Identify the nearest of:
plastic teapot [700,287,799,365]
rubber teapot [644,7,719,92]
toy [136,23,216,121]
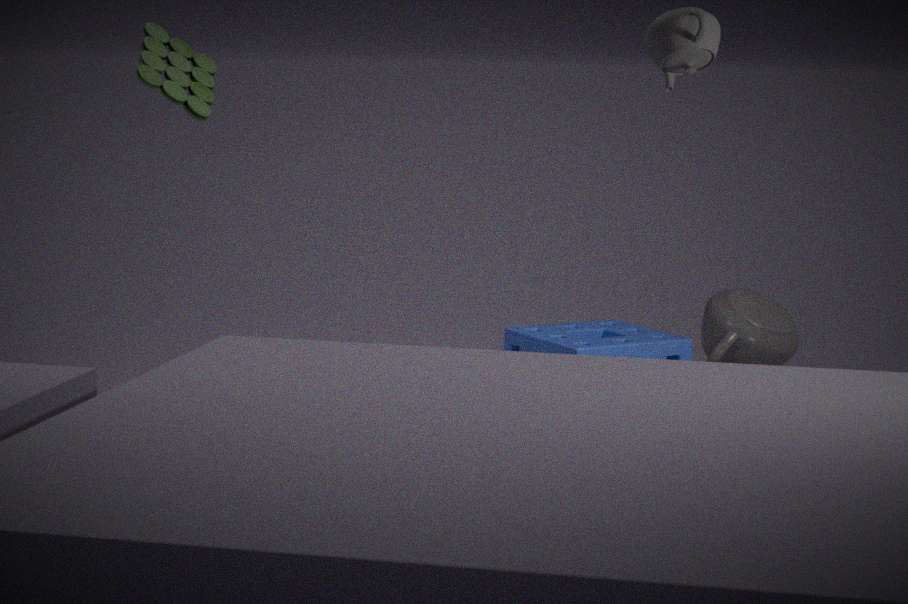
rubber teapot [644,7,719,92]
